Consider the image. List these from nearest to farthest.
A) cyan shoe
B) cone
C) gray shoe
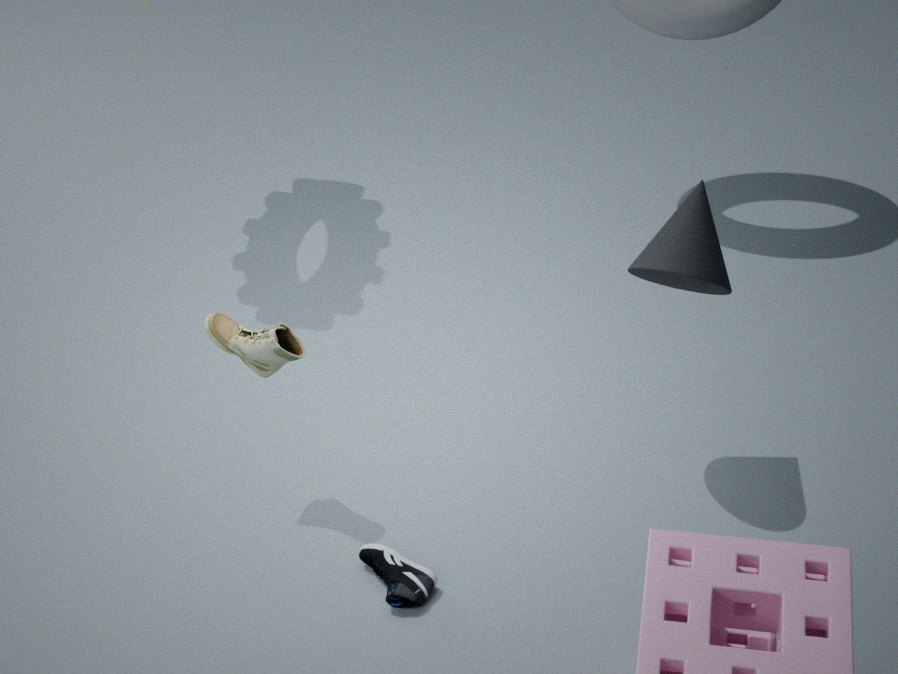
1. cone
2. cyan shoe
3. gray shoe
